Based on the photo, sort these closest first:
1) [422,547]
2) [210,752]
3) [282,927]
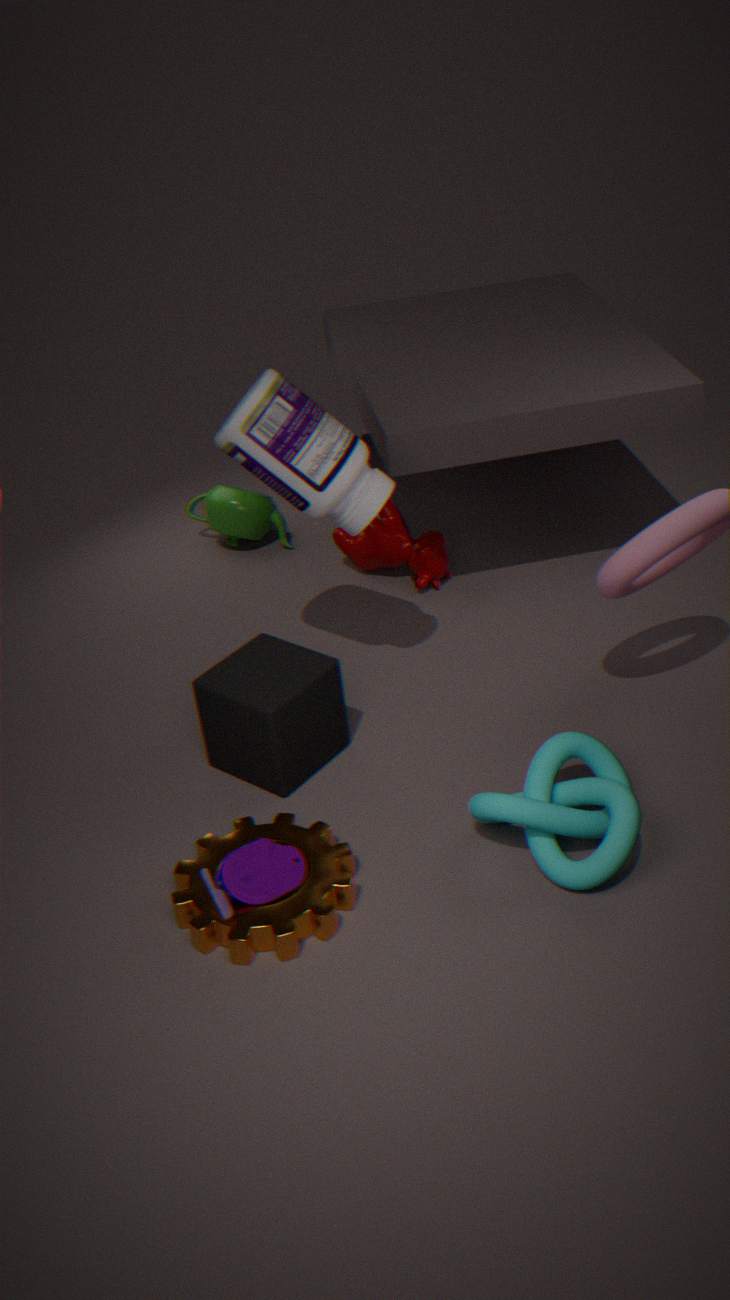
3. [282,927], 2. [210,752], 1. [422,547]
